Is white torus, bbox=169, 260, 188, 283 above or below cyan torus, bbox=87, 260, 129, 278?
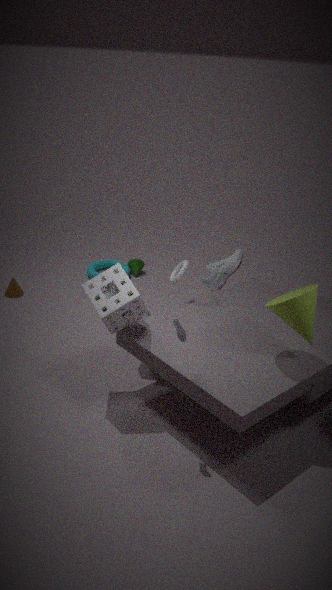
above
